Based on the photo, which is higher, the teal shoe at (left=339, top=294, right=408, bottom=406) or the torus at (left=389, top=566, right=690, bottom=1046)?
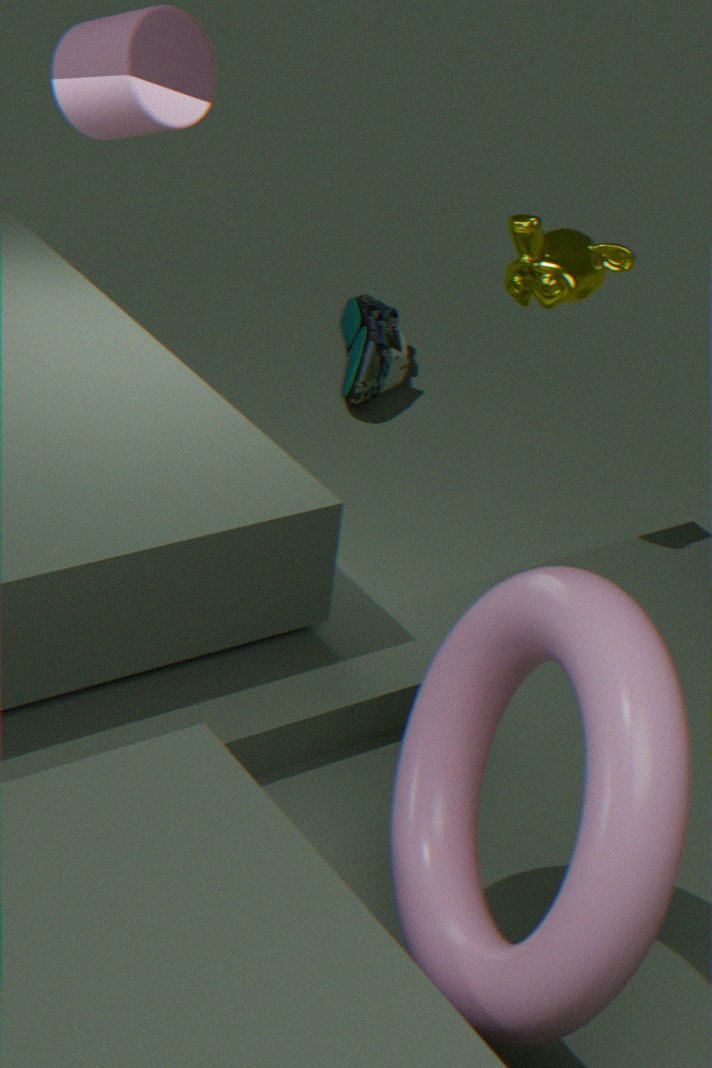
the torus at (left=389, top=566, right=690, bottom=1046)
